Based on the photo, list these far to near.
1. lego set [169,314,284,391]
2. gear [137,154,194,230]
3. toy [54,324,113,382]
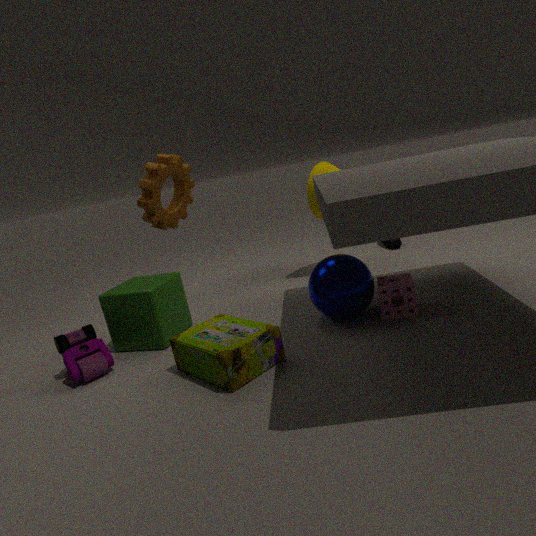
gear [137,154,194,230] < toy [54,324,113,382] < lego set [169,314,284,391]
